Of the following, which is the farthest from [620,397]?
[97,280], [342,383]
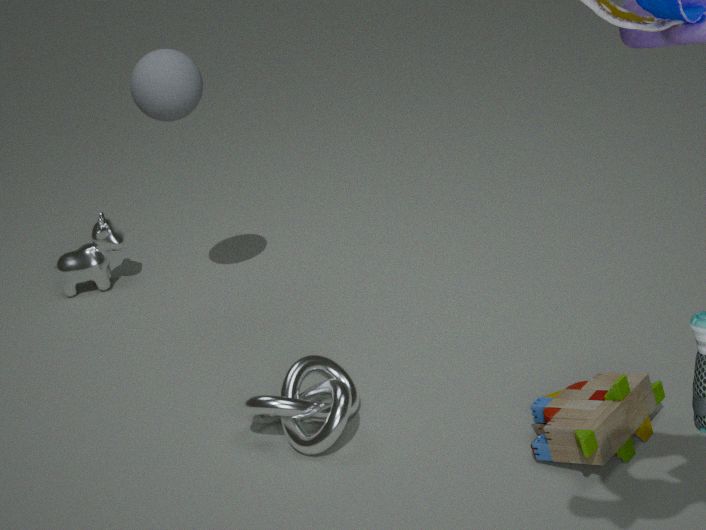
[97,280]
